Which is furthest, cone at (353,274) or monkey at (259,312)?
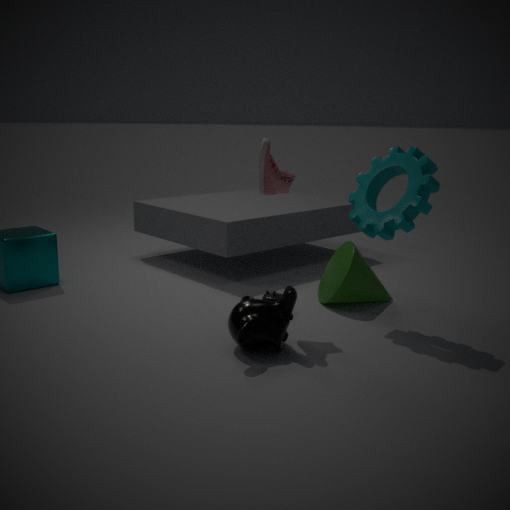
cone at (353,274)
